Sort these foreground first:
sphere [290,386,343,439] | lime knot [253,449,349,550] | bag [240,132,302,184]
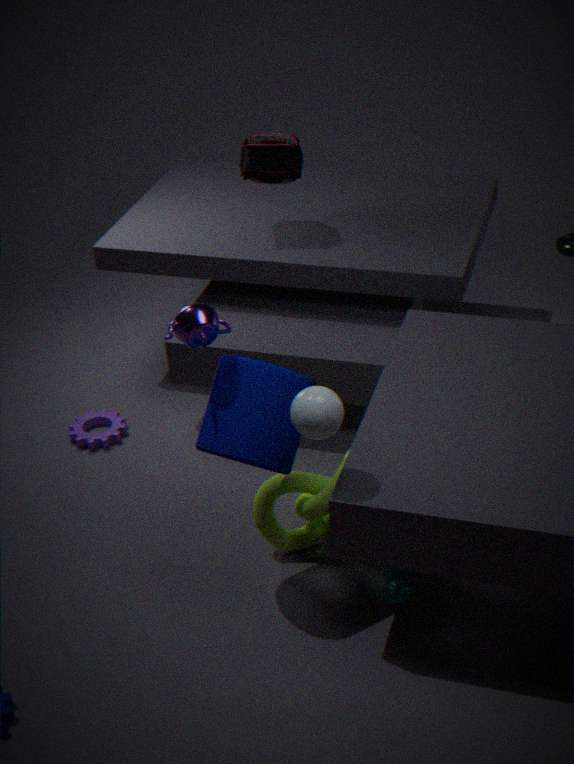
sphere [290,386,343,439]
lime knot [253,449,349,550]
bag [240,132,302,184]
